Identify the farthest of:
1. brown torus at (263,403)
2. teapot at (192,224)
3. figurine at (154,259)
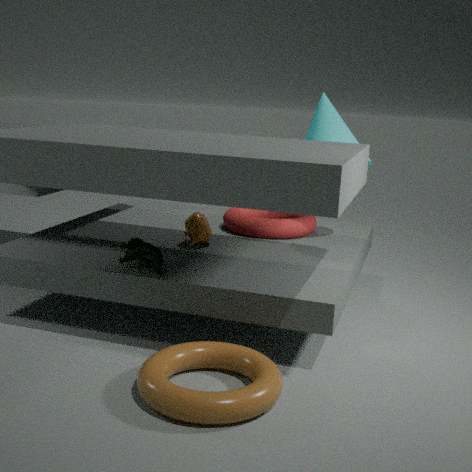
teapot at (192,224)
